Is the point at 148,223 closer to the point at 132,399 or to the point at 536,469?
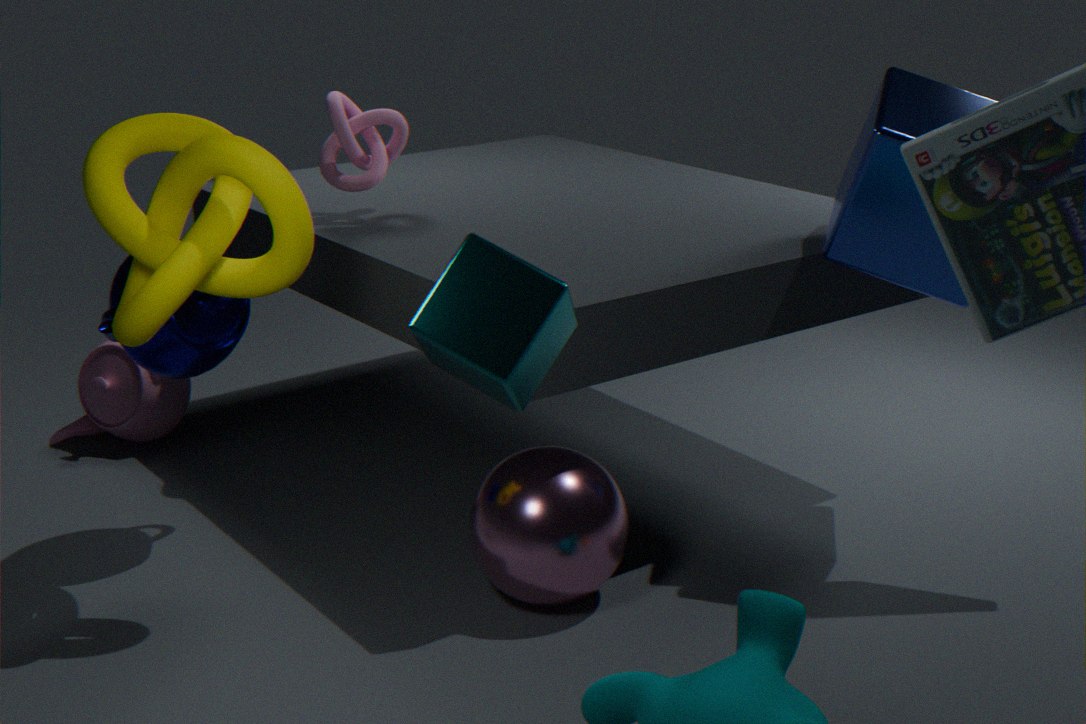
the point at 536,469
